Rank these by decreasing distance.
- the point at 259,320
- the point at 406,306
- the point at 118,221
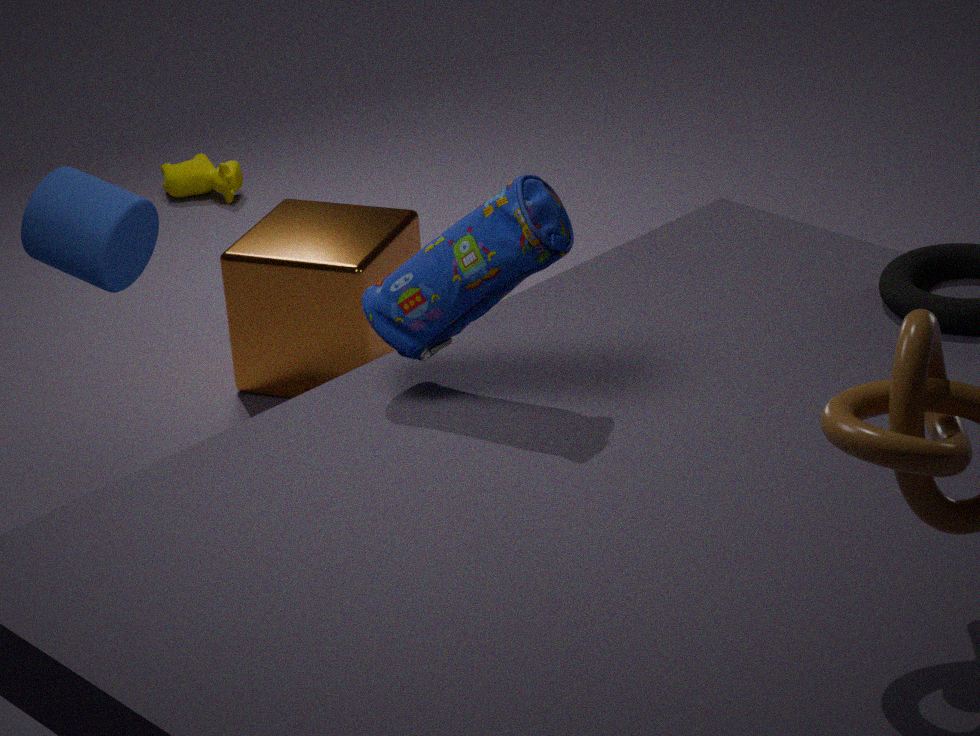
1. the point at 259,320
2. the point at 118,221
3. the point at 406,306
